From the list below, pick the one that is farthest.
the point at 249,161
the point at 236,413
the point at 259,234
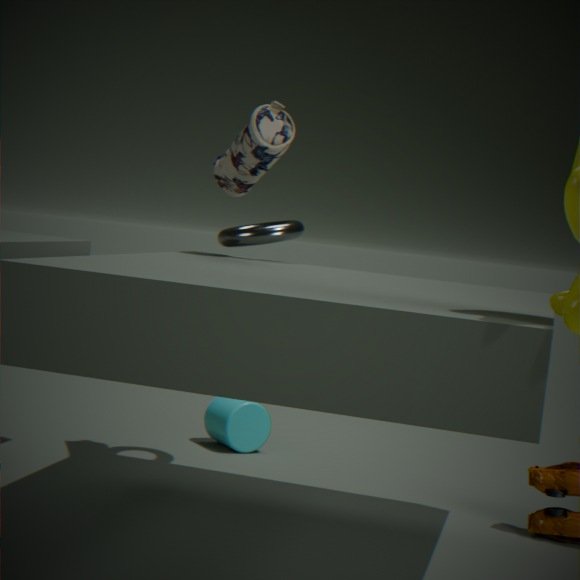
the point at 236,413
